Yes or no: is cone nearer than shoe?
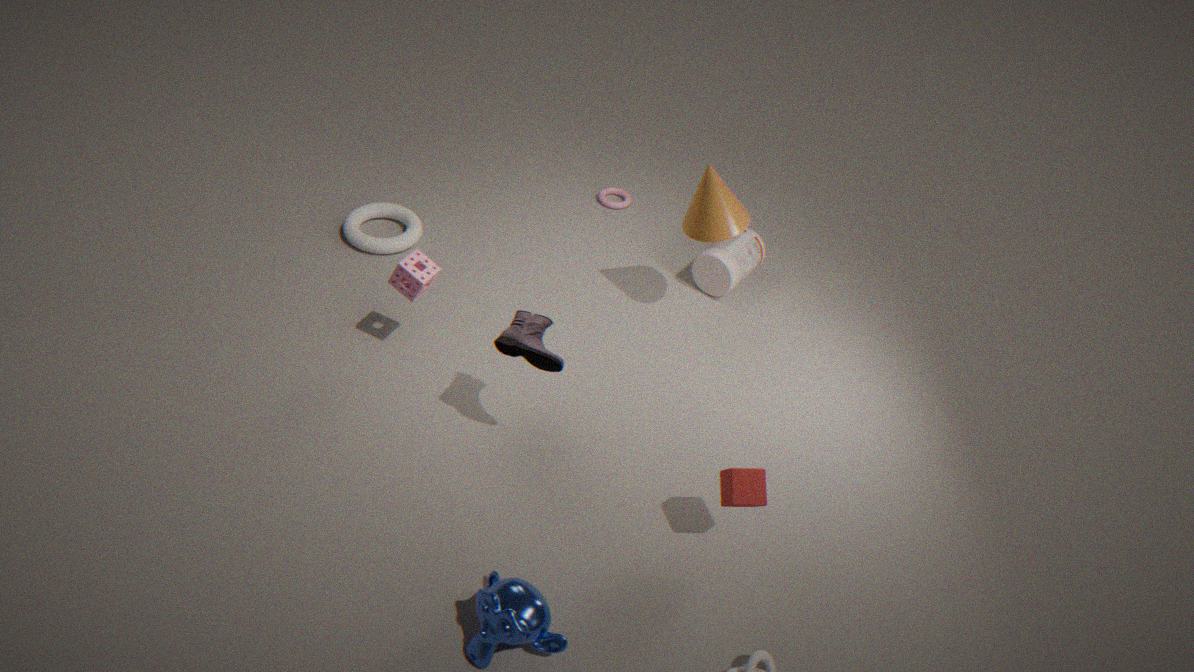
No
